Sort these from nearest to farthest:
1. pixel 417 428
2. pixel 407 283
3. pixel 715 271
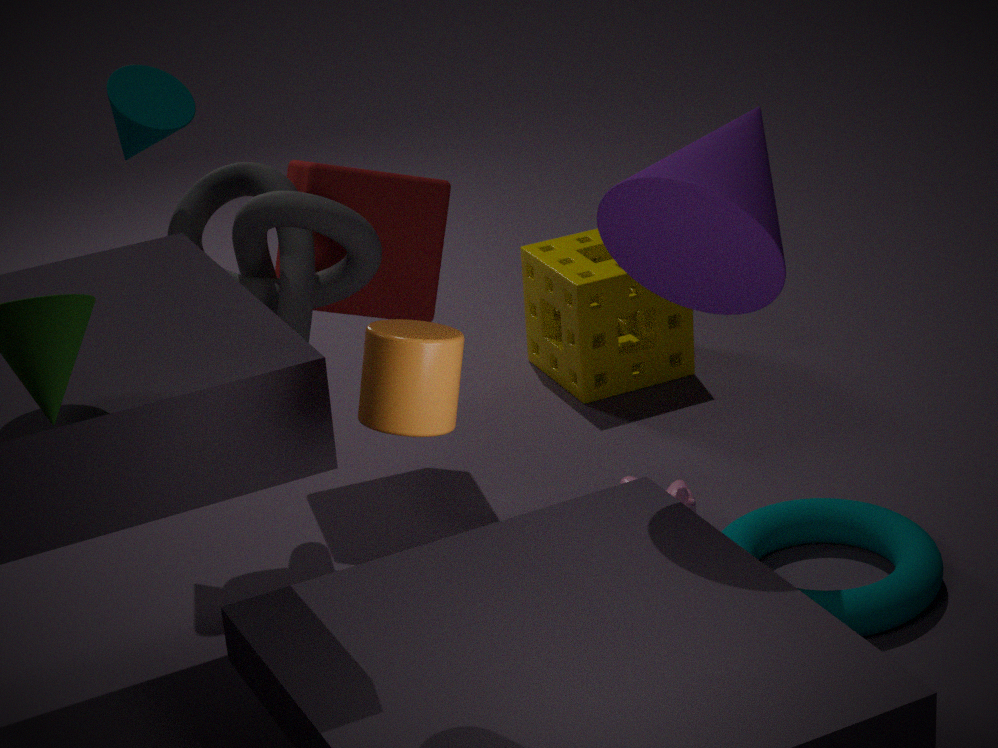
pixel 417 428, pixel 715 271, pixel 407 283
